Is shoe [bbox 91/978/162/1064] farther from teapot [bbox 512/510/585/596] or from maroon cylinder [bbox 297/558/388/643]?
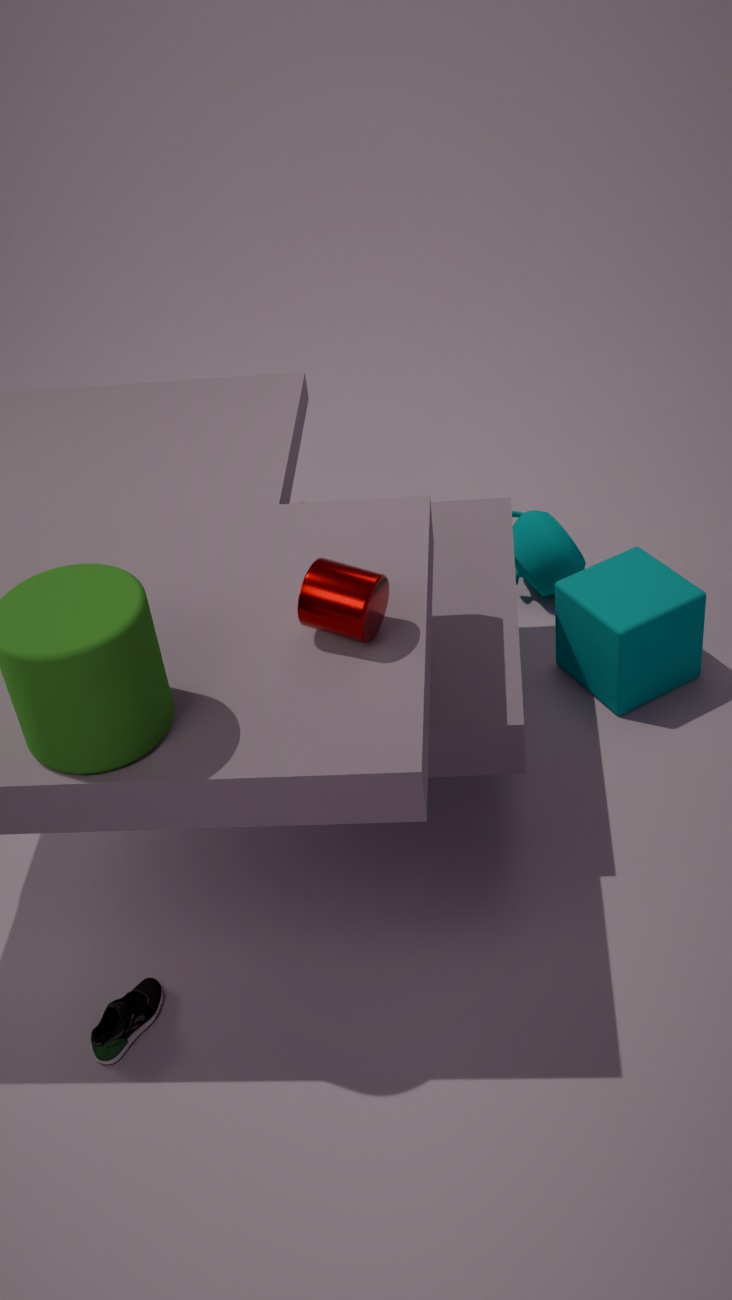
teapot [bbox 512/510/585/596]
